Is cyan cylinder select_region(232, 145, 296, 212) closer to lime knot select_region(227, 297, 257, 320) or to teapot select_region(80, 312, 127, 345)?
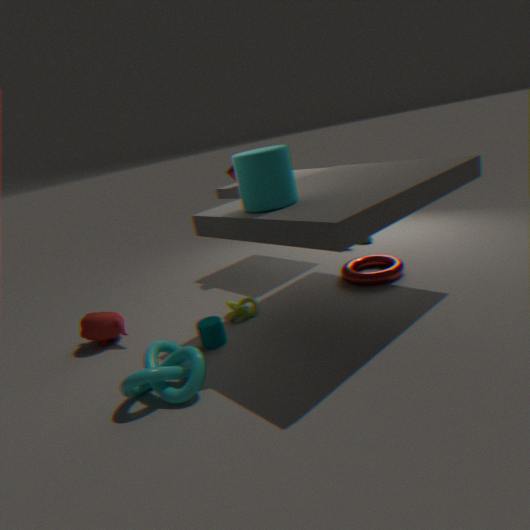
lime knot select_region(227, 297, 257, 320)
